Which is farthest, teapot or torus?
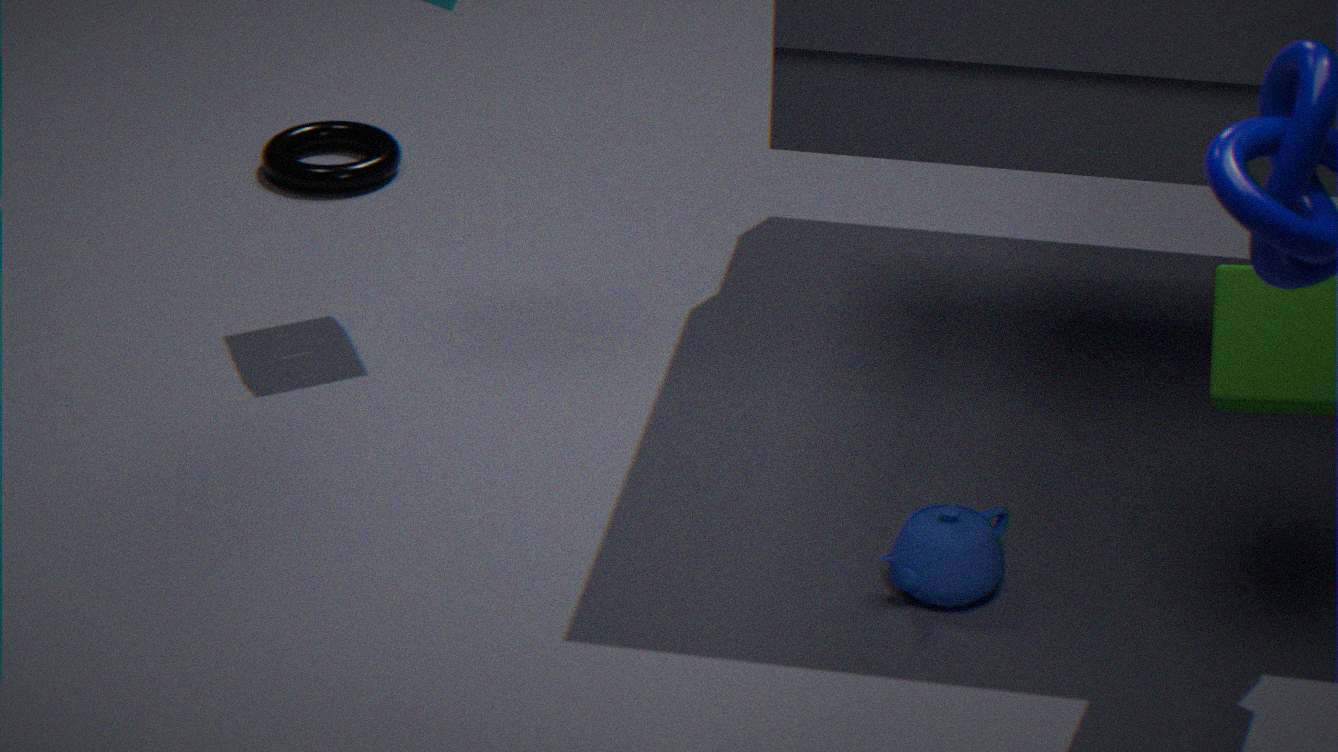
torus
